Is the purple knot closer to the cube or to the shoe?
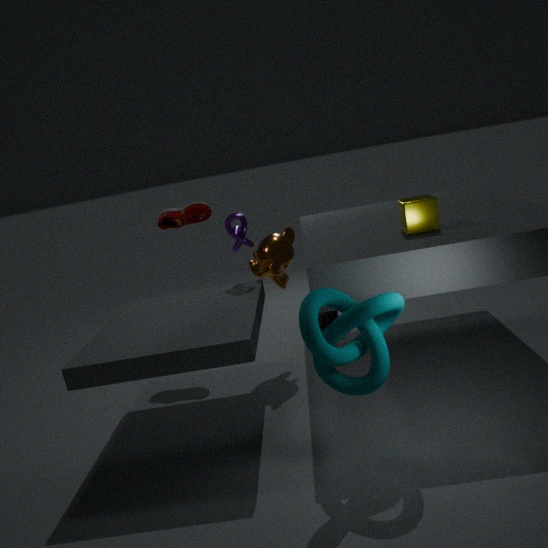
the shoe
